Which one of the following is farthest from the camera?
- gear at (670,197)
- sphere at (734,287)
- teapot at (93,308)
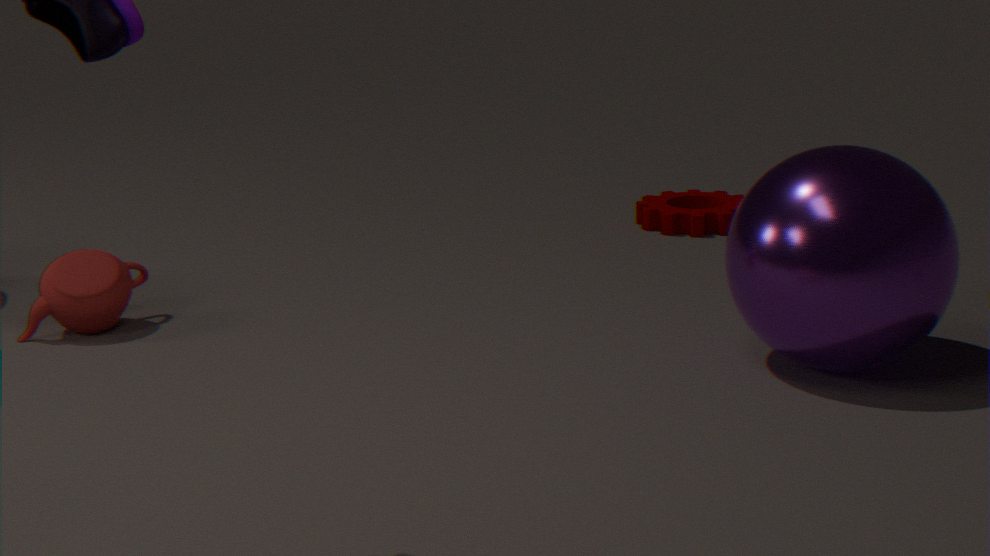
gear at (670,197)
